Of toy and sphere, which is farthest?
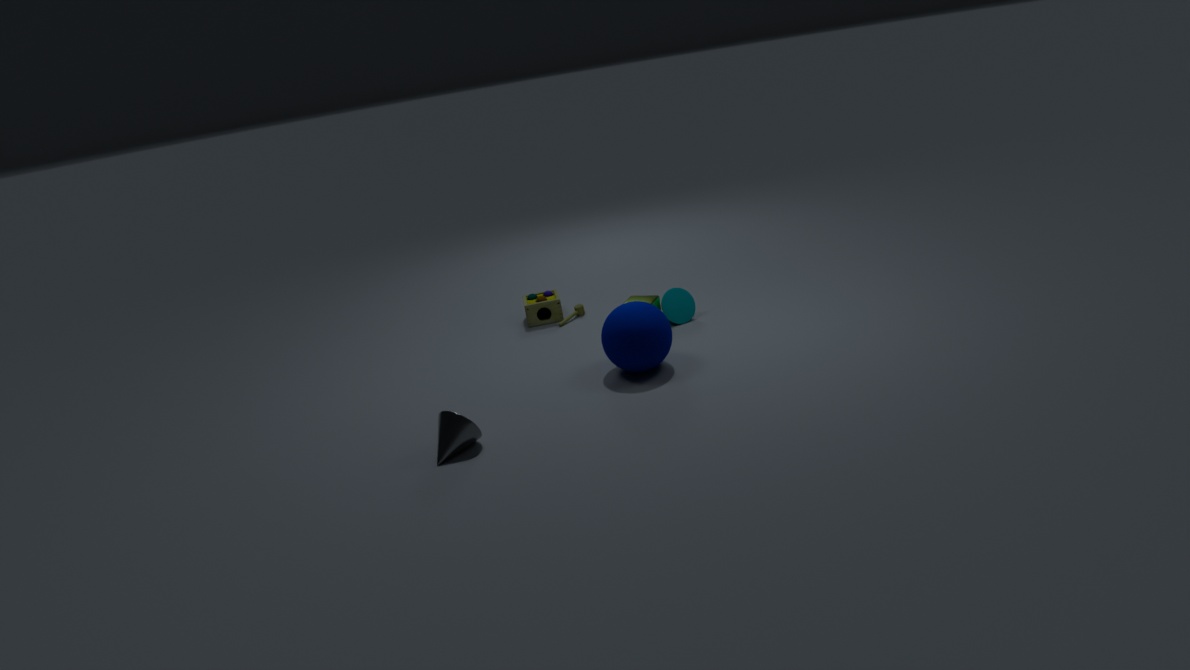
toy
